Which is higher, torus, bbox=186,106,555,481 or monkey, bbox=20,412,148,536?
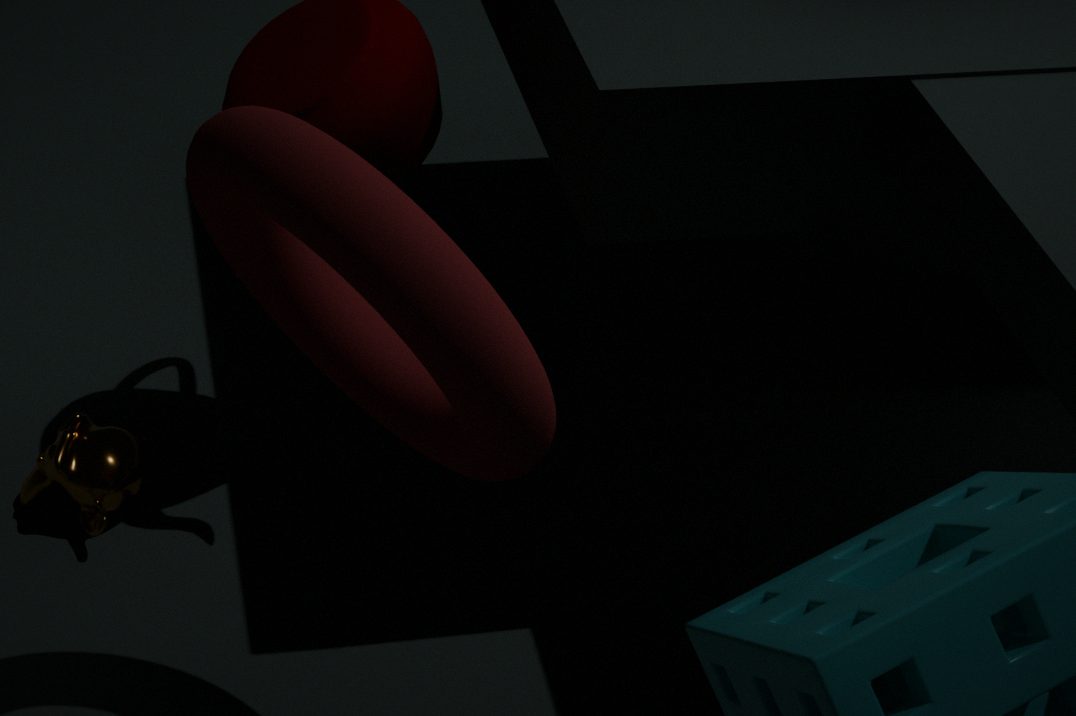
torus, bbox=186,106,555,481
